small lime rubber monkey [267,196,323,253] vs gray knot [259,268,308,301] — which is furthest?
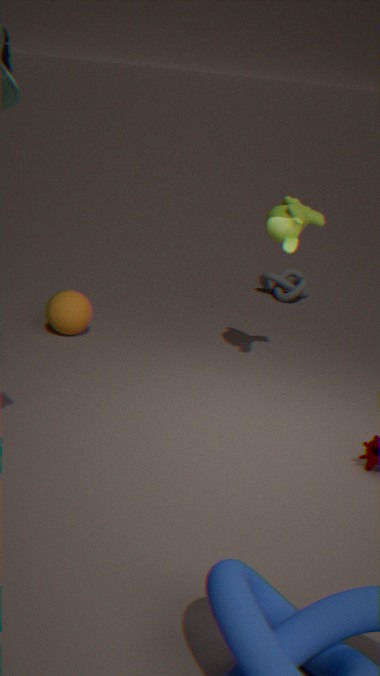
gray knot [259,268,308,301]
